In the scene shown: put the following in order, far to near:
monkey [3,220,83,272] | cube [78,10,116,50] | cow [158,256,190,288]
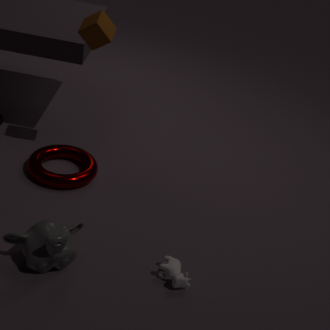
cube [78,10,116,50] < cow [158,256,190,288] < monkey [3,220,83,272]
